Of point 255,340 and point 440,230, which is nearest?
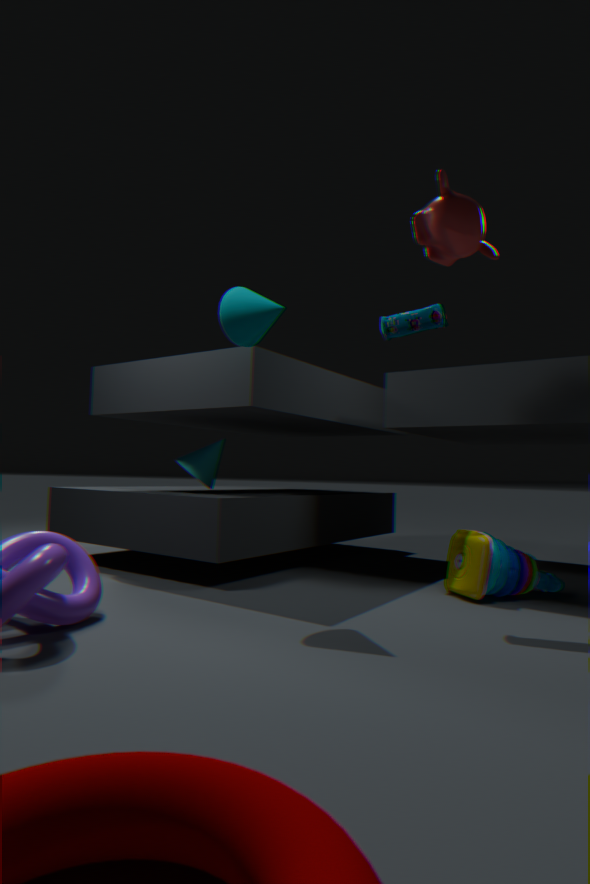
point 440,230
